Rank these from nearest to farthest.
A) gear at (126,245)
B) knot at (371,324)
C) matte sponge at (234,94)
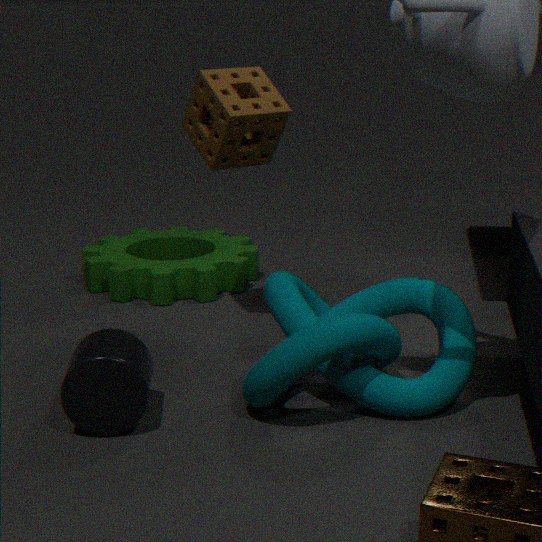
knot at (371,324) < matte sponge at (234,94) < gear at (126,245)
